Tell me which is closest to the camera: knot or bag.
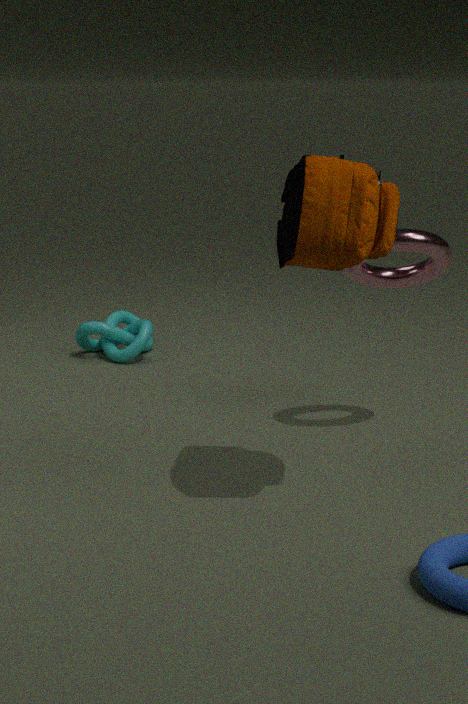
bag
